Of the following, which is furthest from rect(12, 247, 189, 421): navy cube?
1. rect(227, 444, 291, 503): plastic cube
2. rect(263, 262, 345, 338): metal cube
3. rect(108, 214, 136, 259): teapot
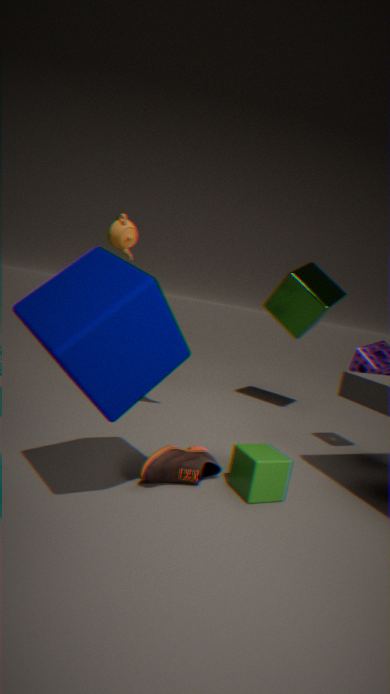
rect(263, 262, 345, 338): metal cube
